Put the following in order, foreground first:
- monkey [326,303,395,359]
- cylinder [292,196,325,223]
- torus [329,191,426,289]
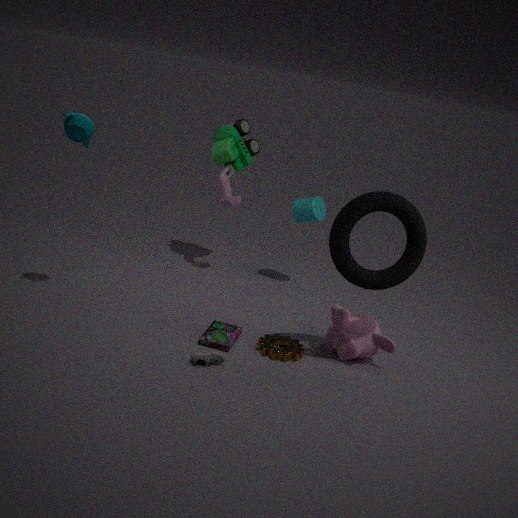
torus [329,191,426,289] < monkey [326,303,395,359] < cylinder [292,196,325,223]
